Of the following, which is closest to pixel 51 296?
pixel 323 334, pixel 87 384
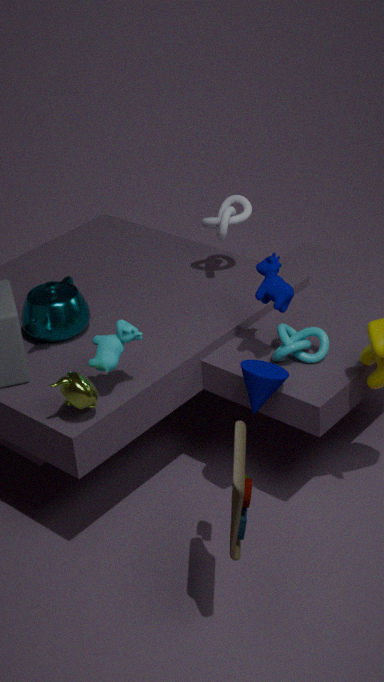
pixel 87 384
